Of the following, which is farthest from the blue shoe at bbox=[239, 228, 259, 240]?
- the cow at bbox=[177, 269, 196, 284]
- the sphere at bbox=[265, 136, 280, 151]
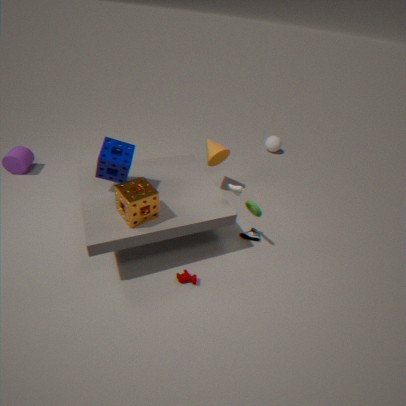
the sphere at bbox=[265, 136, 280, 151]
